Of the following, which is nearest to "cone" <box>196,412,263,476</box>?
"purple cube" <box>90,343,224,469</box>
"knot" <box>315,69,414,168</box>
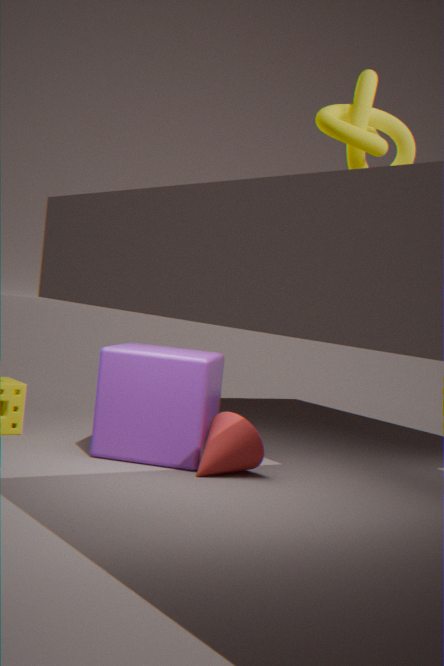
"purple cube" <box>90,343,224,469</box>
